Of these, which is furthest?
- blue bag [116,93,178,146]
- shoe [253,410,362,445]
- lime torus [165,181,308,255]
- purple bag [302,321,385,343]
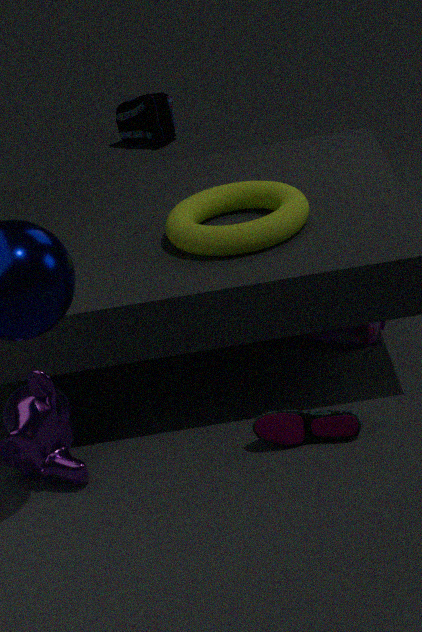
blue bag [116,93,178,146]
